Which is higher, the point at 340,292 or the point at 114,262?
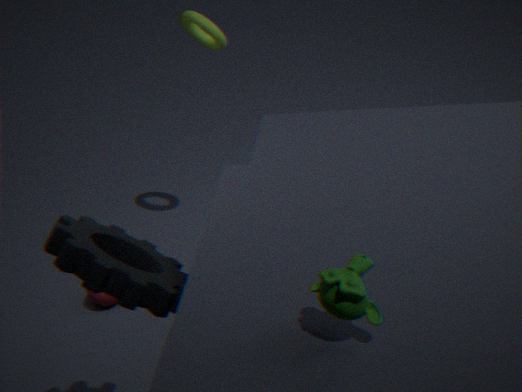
the point at 340,292
